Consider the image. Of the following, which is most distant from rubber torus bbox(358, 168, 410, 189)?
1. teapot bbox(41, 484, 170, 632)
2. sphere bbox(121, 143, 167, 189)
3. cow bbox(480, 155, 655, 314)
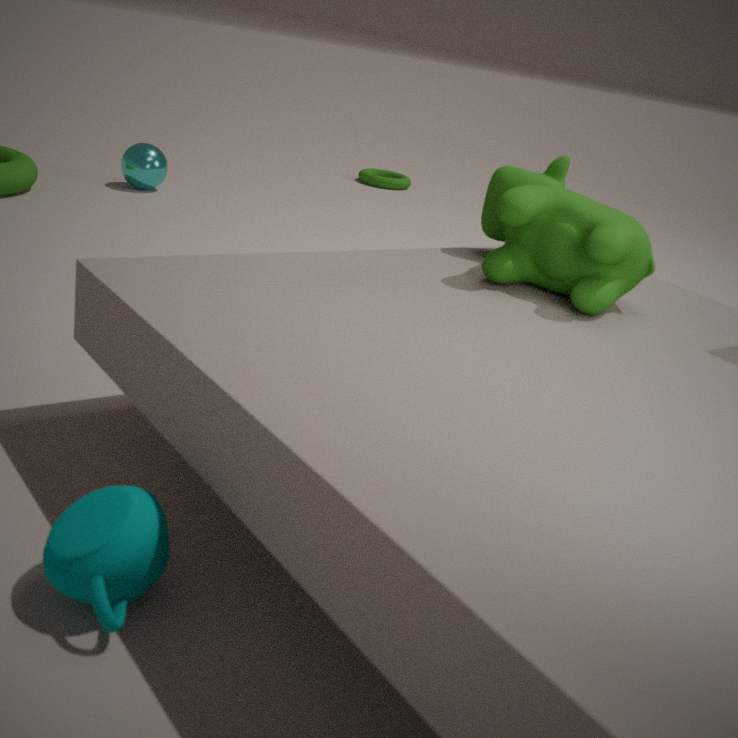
teapot bbox(41, 484, 170, 632)
